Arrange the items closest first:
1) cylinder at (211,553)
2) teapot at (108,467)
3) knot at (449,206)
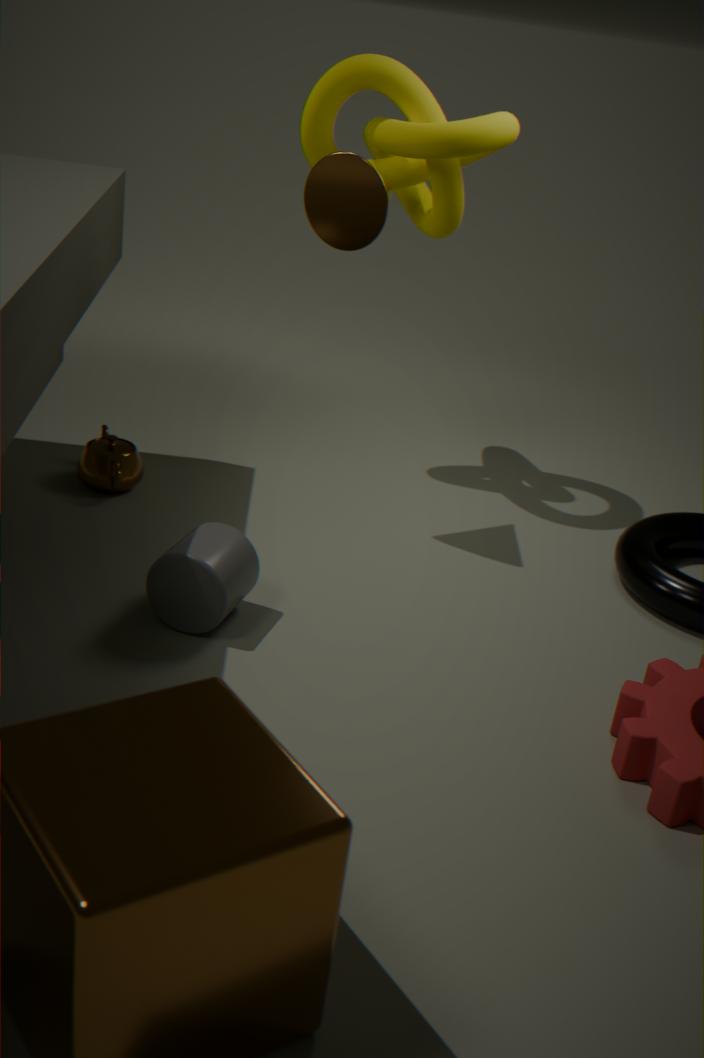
1. 1. cylinder at (211,553)
2. 3. knot at (449,206)
3. 2. teapot at (108,467)
